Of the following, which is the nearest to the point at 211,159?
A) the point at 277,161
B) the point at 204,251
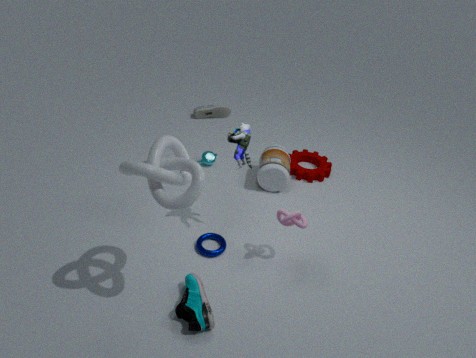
the point at 277,161
